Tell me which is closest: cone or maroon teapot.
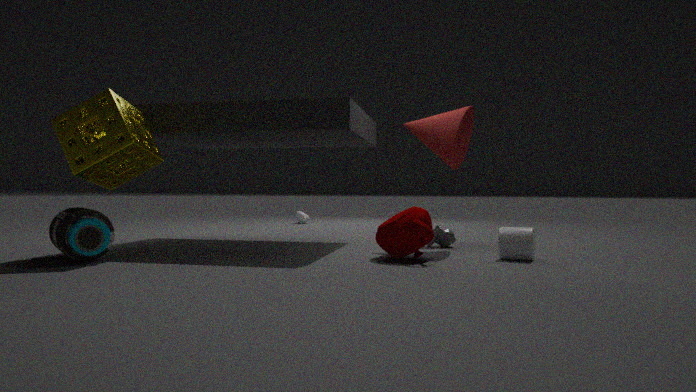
maroon teapot
